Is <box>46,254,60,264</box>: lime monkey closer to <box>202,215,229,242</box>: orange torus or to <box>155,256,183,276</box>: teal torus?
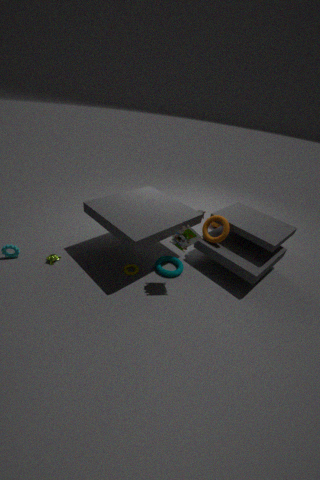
<box>155,256,183,276</box>: teal torus
